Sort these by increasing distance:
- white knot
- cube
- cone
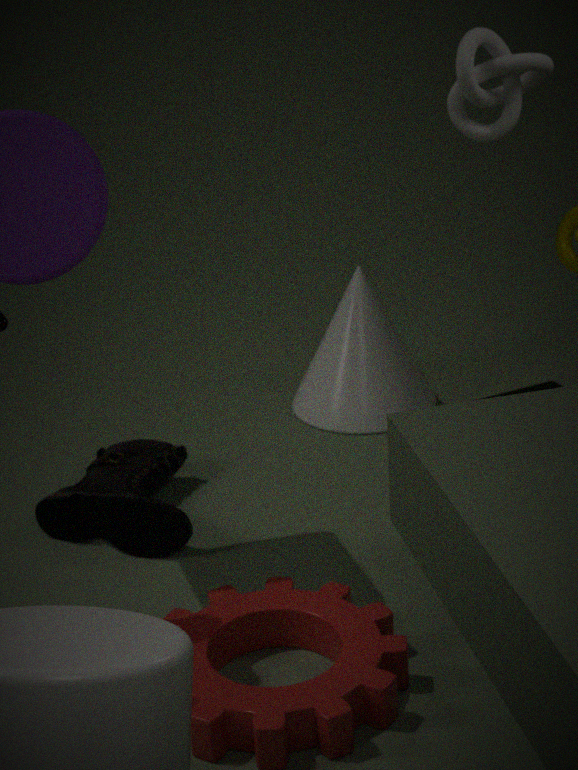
white knot < cube < cone
